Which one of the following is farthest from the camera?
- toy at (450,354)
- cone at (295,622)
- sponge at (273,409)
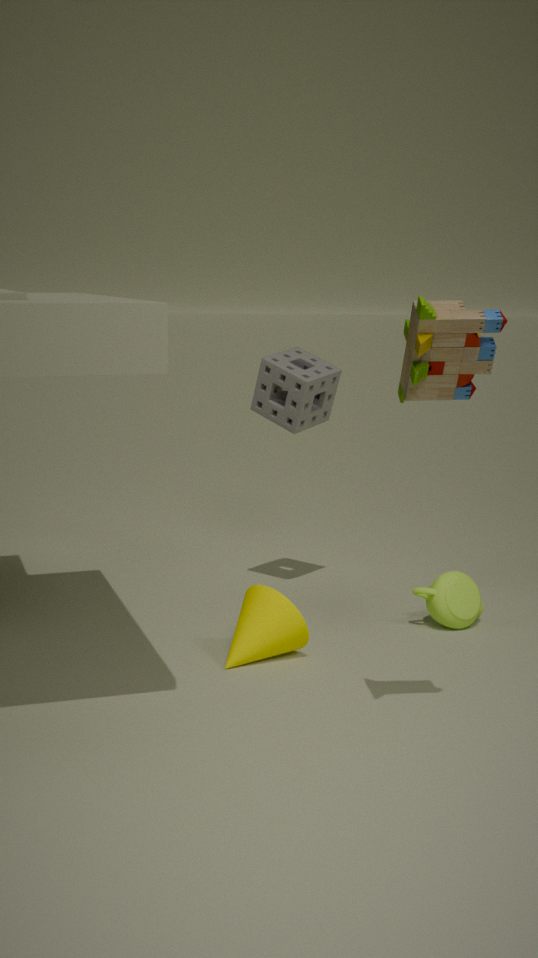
sponge at (273,409)
